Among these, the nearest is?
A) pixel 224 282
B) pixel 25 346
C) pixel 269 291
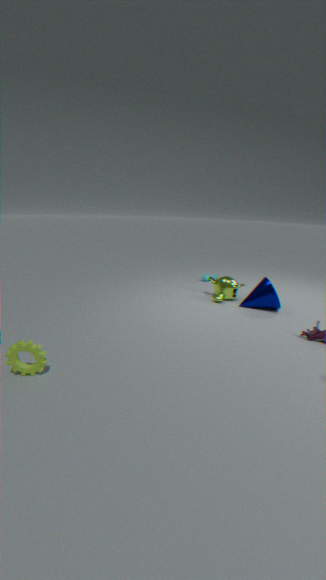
pixel 25 346
